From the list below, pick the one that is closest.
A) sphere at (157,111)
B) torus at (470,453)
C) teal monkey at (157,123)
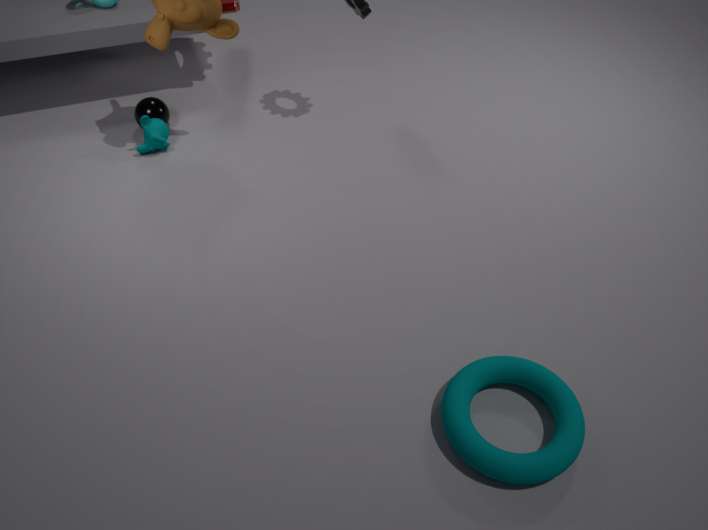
torus at (470,453)
